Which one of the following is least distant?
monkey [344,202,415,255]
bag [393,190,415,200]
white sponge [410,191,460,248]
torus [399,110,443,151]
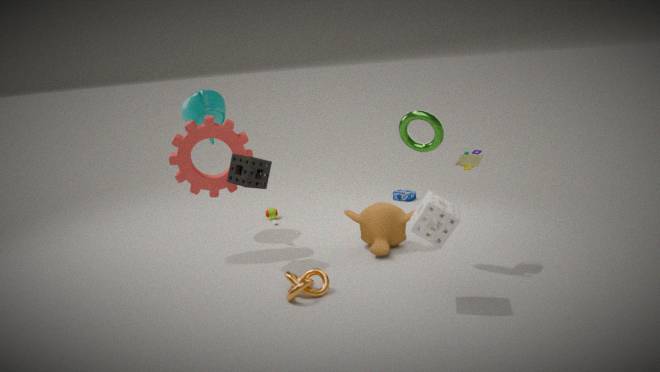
white sponge [410,191,460,248]
